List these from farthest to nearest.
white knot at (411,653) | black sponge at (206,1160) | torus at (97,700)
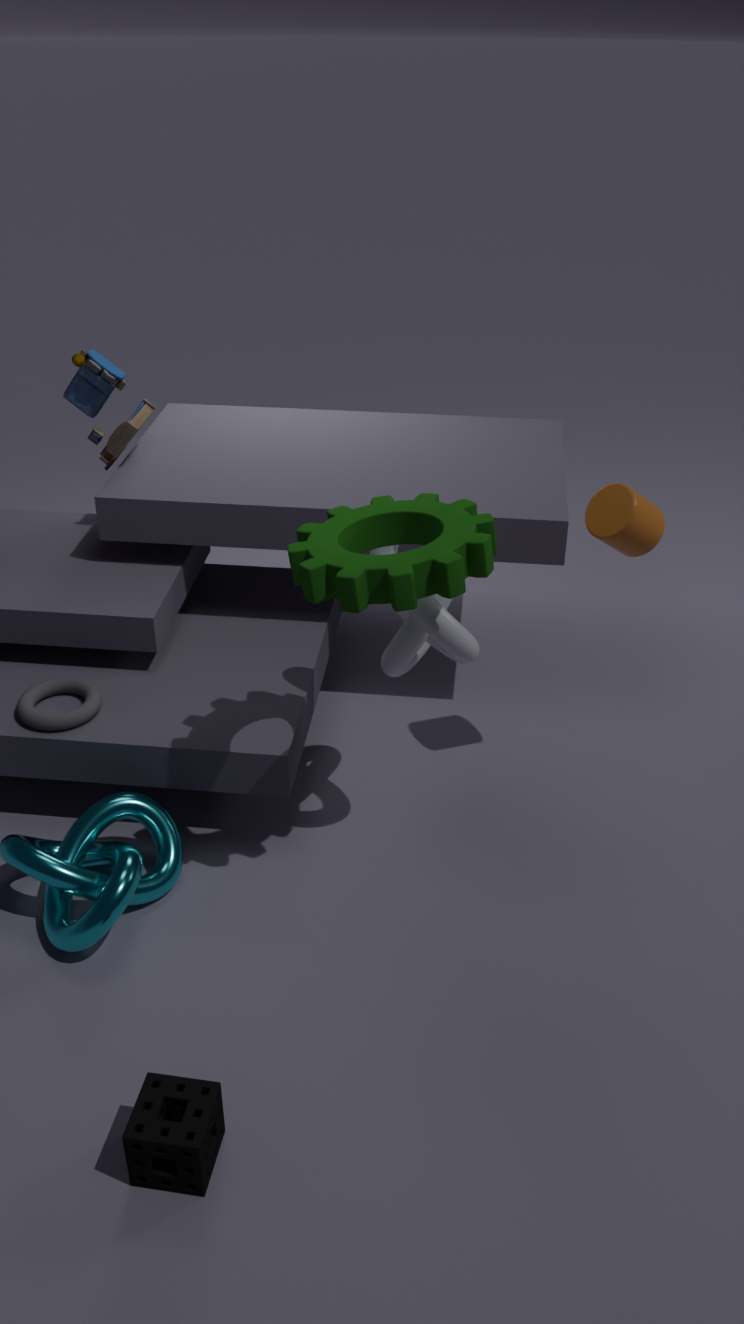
1. torus at (97,700)
2. white knot at (411,653)
3. black sponge at (206,1160)
